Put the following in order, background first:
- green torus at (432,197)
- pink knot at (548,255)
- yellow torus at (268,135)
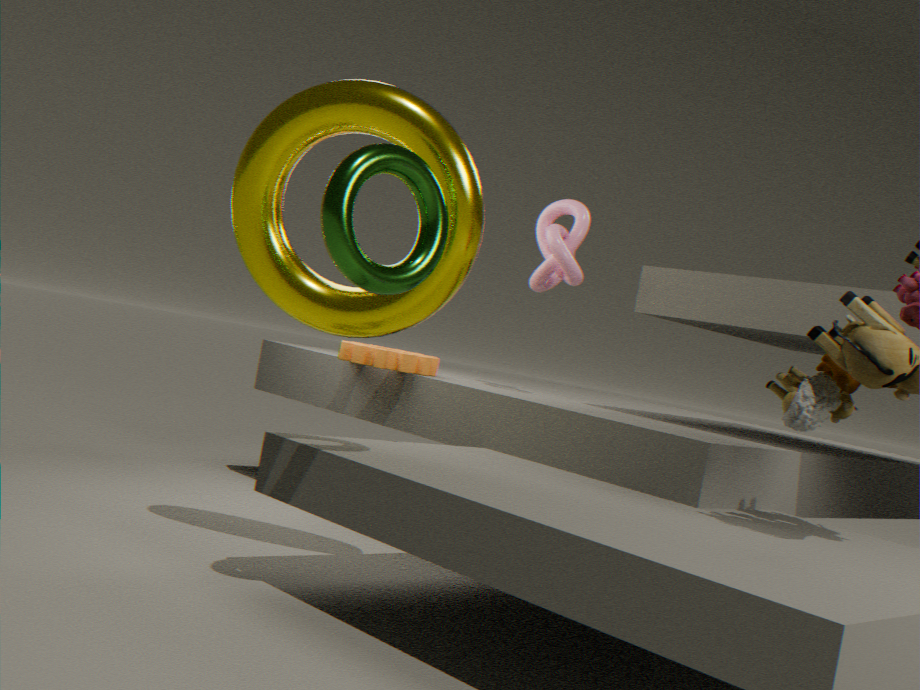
pink knot at (548,255)
yellow torus at (268,135)
green torus at (432,197)
